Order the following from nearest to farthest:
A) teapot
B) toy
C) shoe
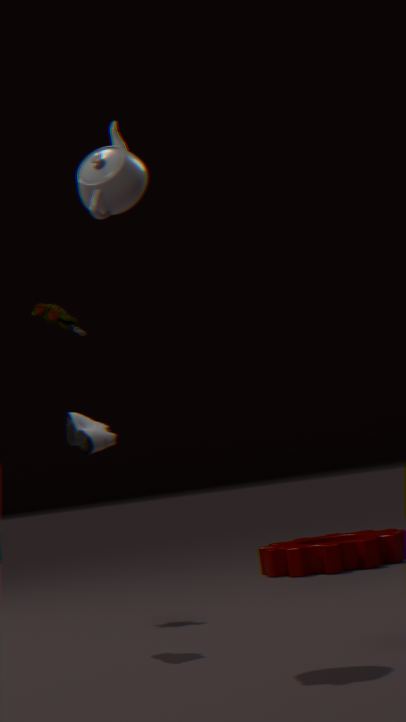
teapot → shoe → toy
